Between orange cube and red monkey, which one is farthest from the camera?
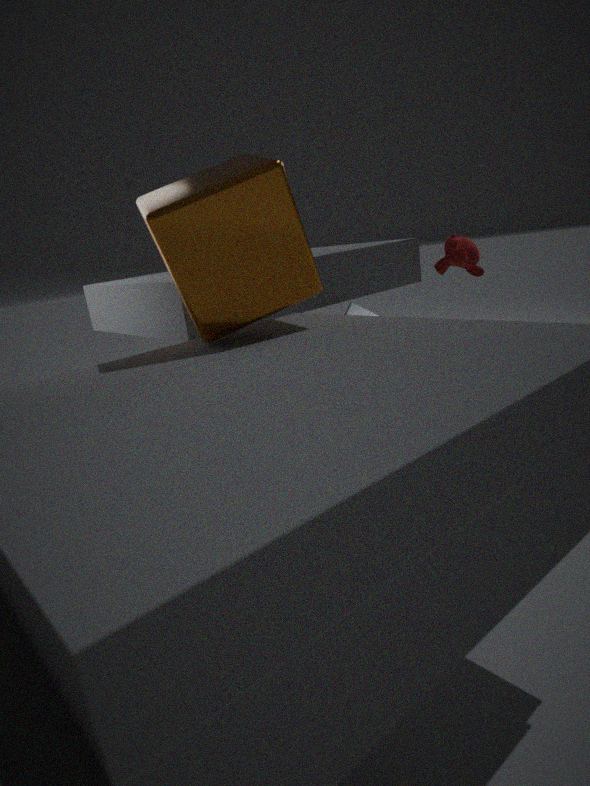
red monkey
